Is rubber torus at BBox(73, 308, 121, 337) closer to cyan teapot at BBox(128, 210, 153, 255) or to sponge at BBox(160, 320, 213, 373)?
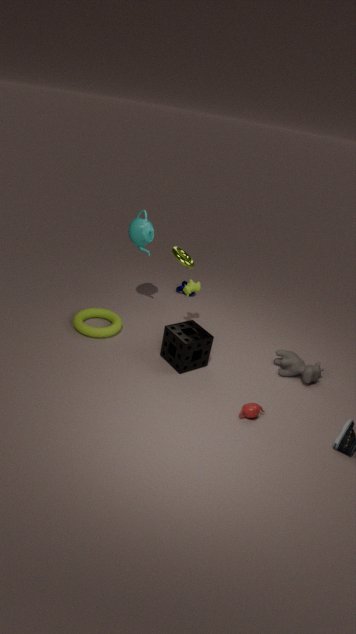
sponge at BBox(160, 320, 213, 373)
